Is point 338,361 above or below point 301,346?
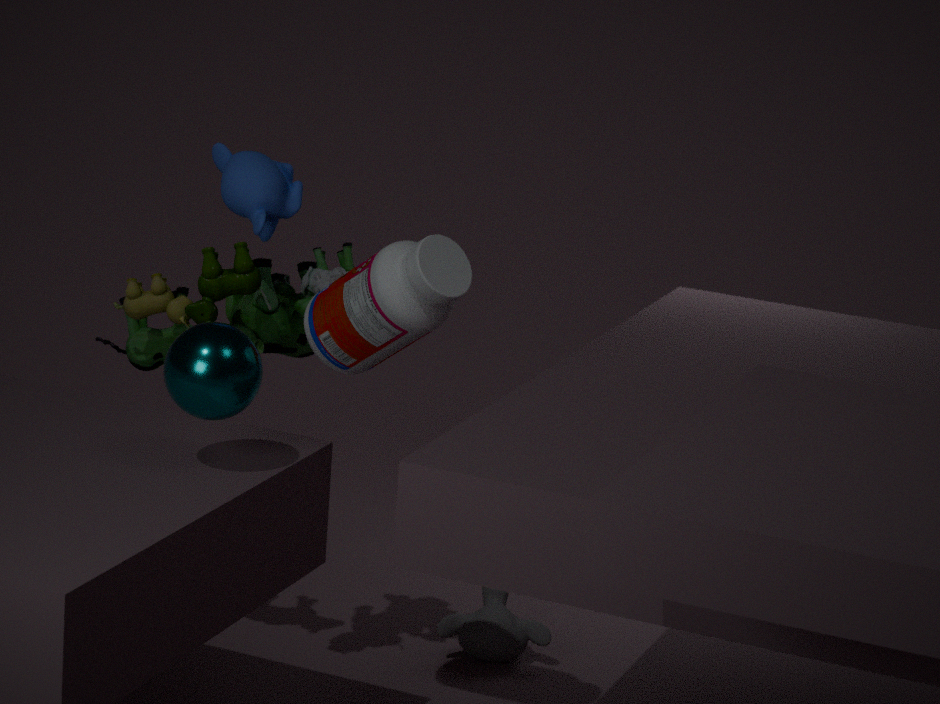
above
